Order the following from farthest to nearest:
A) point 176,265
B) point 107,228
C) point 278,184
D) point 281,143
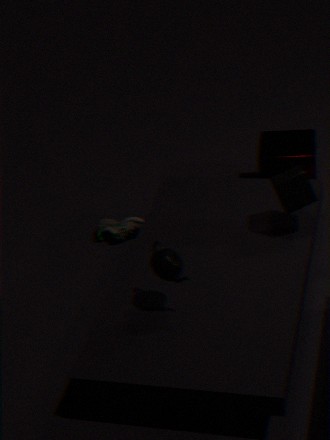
point 281,143, point 107,228, point 278,184, point 176,265
